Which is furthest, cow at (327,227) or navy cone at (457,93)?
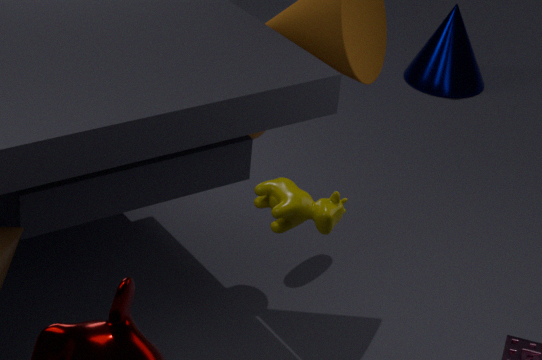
navy cone at (457,93)
